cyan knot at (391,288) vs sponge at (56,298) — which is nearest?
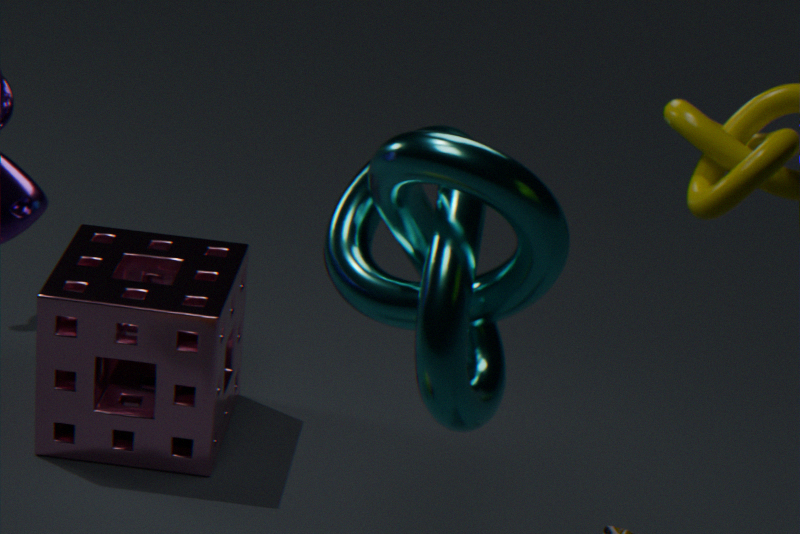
cyan knot at (391,288)
